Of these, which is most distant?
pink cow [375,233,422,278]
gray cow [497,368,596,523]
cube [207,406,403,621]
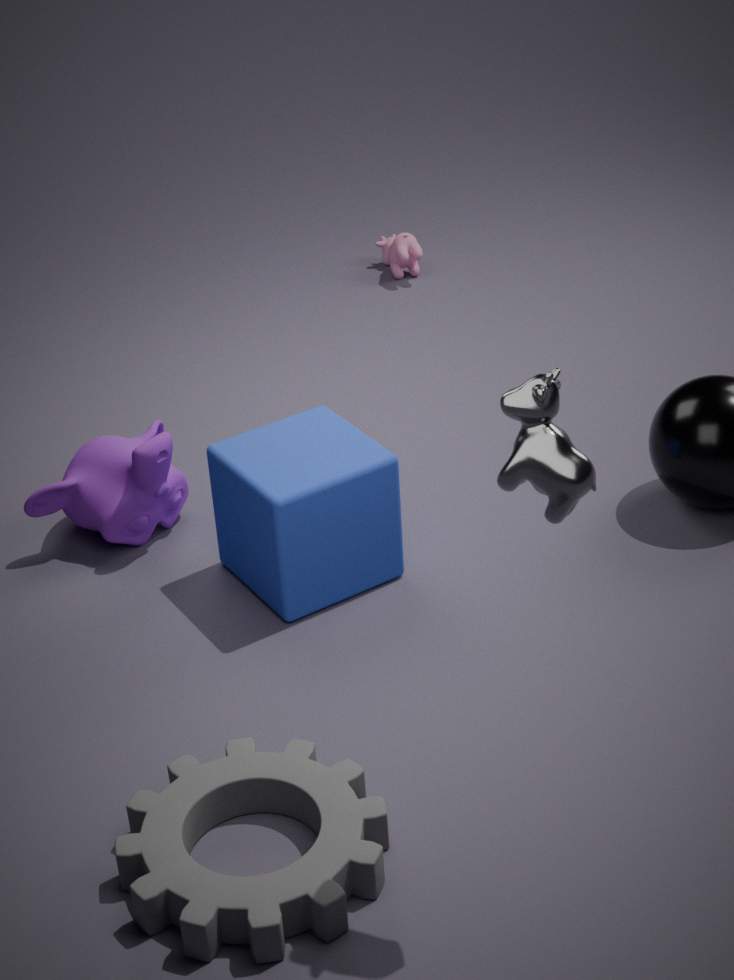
pink cow [375,233,422,278]
